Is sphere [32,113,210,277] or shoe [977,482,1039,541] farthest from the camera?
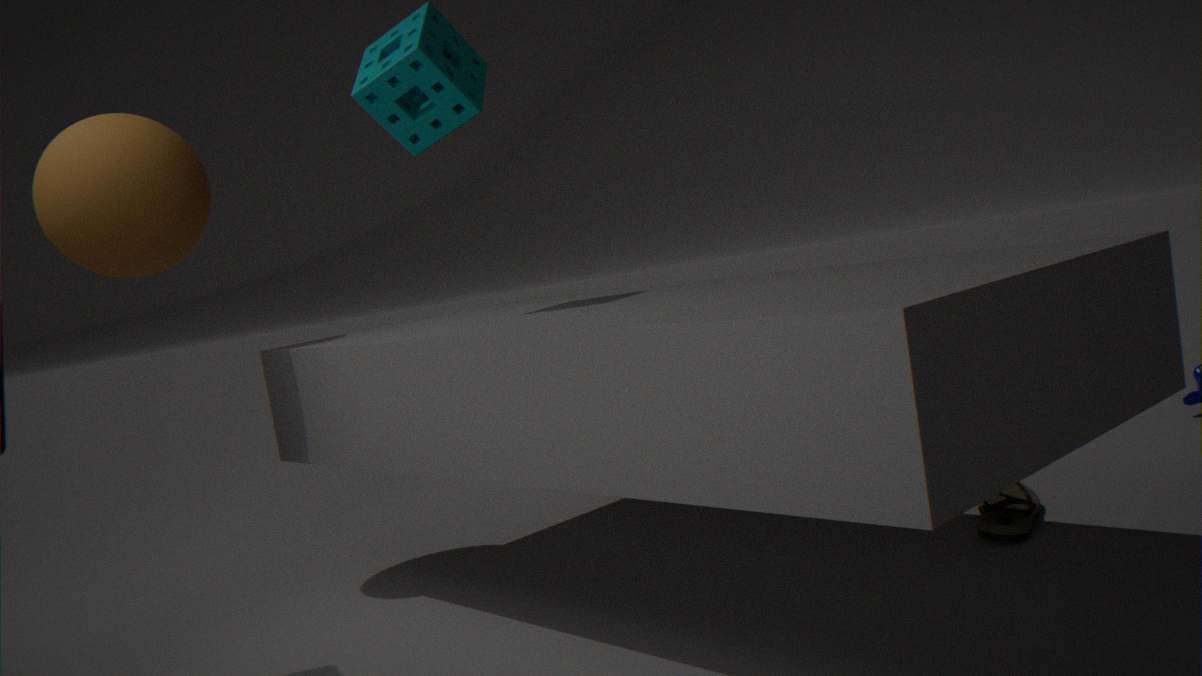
sphere [32,113,210,277]
